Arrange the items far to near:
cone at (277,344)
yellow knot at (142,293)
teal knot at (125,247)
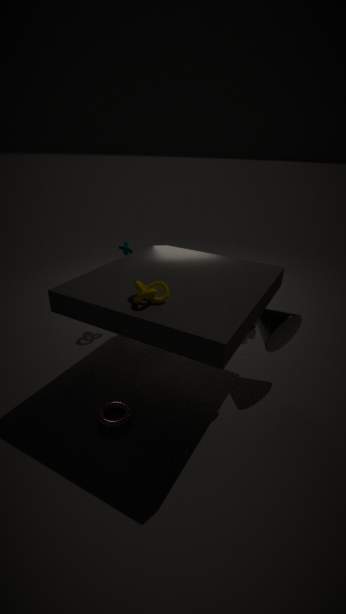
1. teal knot at (125,247)
2. cone at (277,344)
3. yellow knot at (142,293)
